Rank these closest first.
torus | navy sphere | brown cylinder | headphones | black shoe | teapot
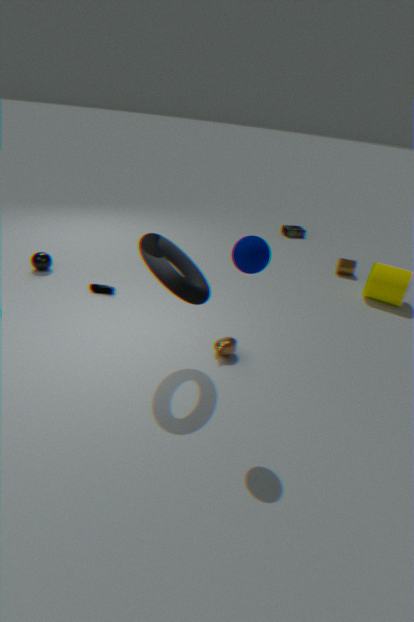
navy sphere
torus
teapot
black shoe
brown cylinder
headphones
